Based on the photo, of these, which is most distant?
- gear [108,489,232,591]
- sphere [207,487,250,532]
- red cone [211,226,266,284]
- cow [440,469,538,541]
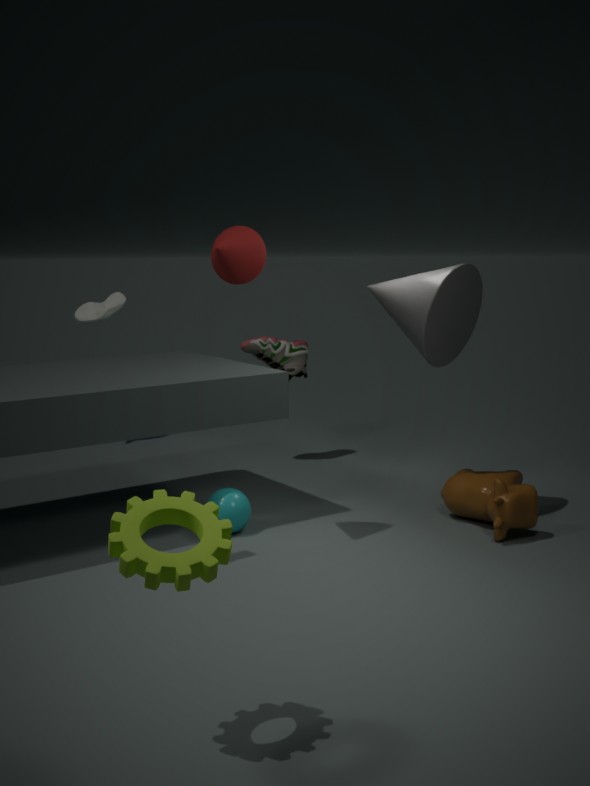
sphere [207,487,250,532]
